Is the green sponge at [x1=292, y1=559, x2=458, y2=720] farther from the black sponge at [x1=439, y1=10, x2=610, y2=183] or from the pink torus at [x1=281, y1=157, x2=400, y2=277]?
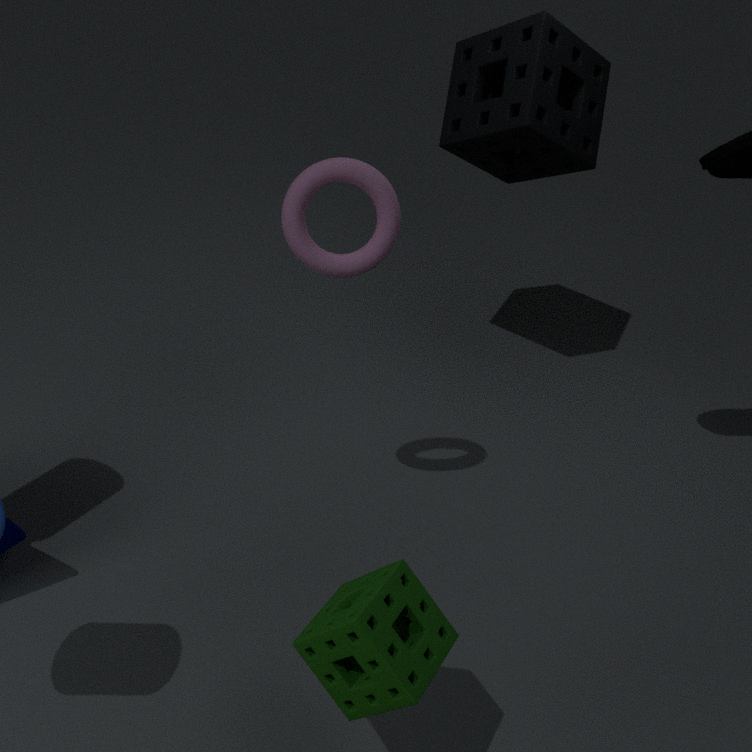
the black sponge at [x1=439, y1=10, x2=610, y2=183]
